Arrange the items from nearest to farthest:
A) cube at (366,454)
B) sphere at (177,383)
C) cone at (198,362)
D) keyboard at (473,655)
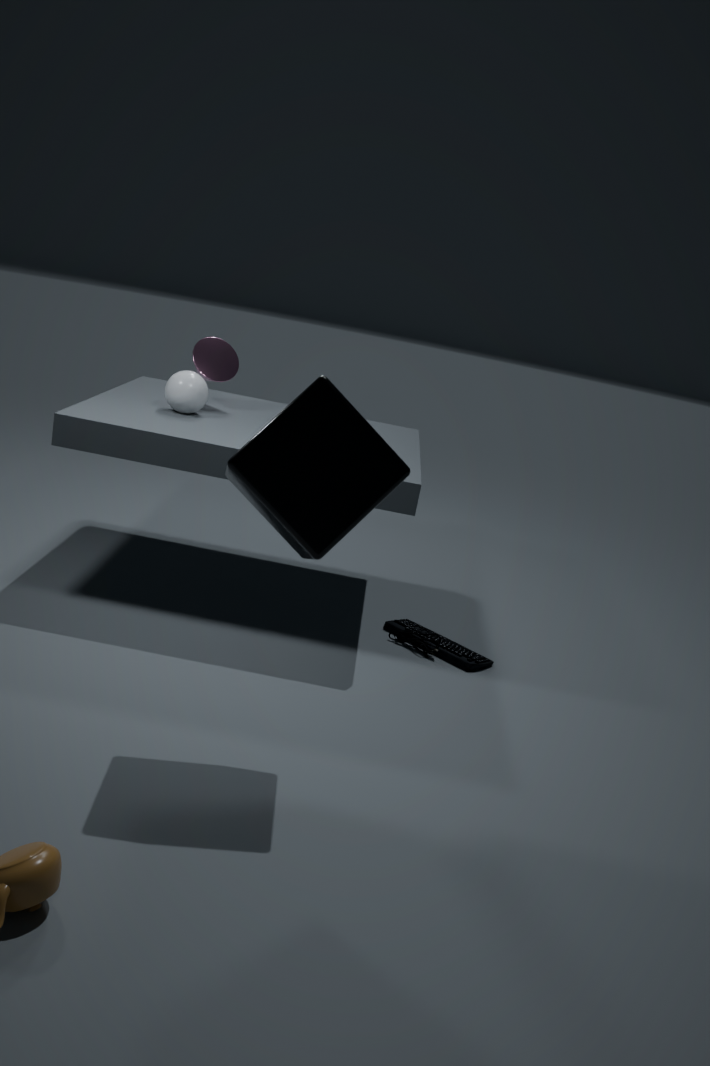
cube at (366,454), keyboard at (473,655), sphere at (177,383), cone at (198,362)
